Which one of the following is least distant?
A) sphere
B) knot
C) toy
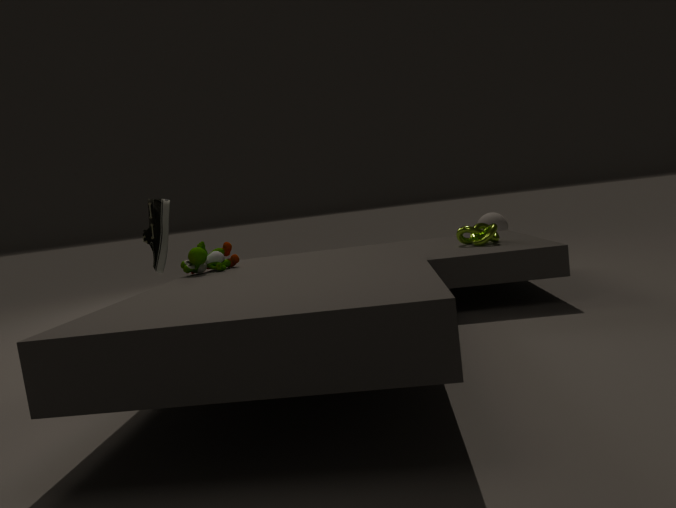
A: toy
